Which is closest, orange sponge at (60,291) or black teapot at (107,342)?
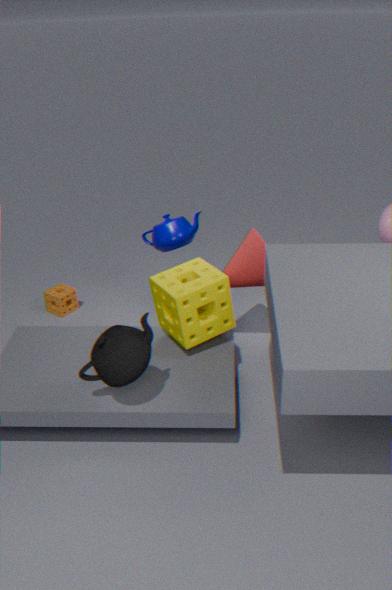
black teapot at (107,342)
